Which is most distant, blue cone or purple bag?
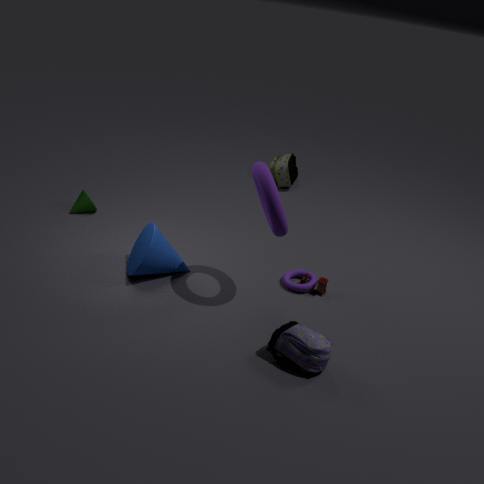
blue cone
